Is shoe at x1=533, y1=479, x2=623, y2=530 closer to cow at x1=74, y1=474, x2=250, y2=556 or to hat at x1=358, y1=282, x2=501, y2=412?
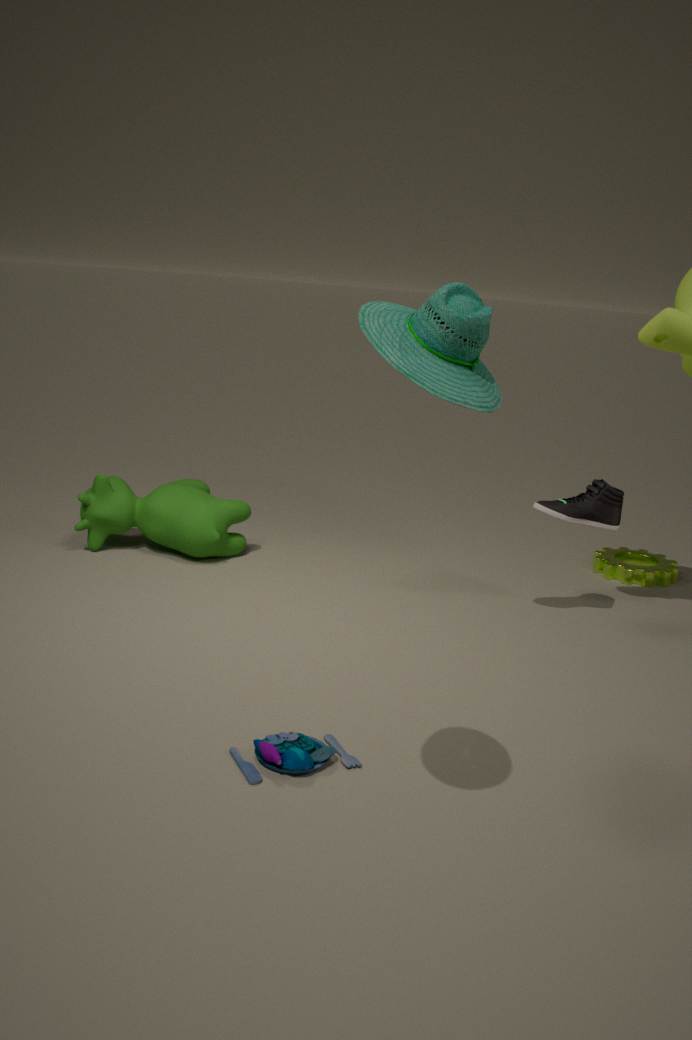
cow at x1=74, y1=474, x2=250, y2=556
